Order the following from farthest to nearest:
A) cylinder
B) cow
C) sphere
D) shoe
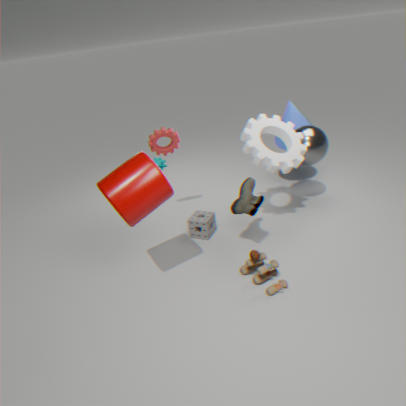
cow
sphere
shoe
cylinder
